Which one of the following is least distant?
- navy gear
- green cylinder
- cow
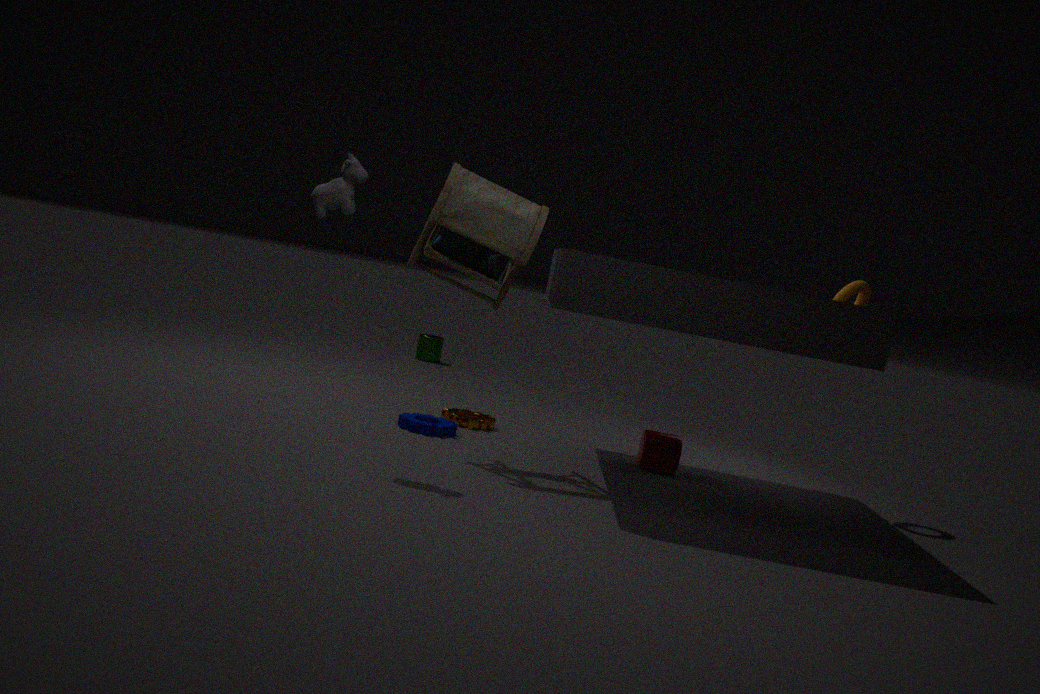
cow
